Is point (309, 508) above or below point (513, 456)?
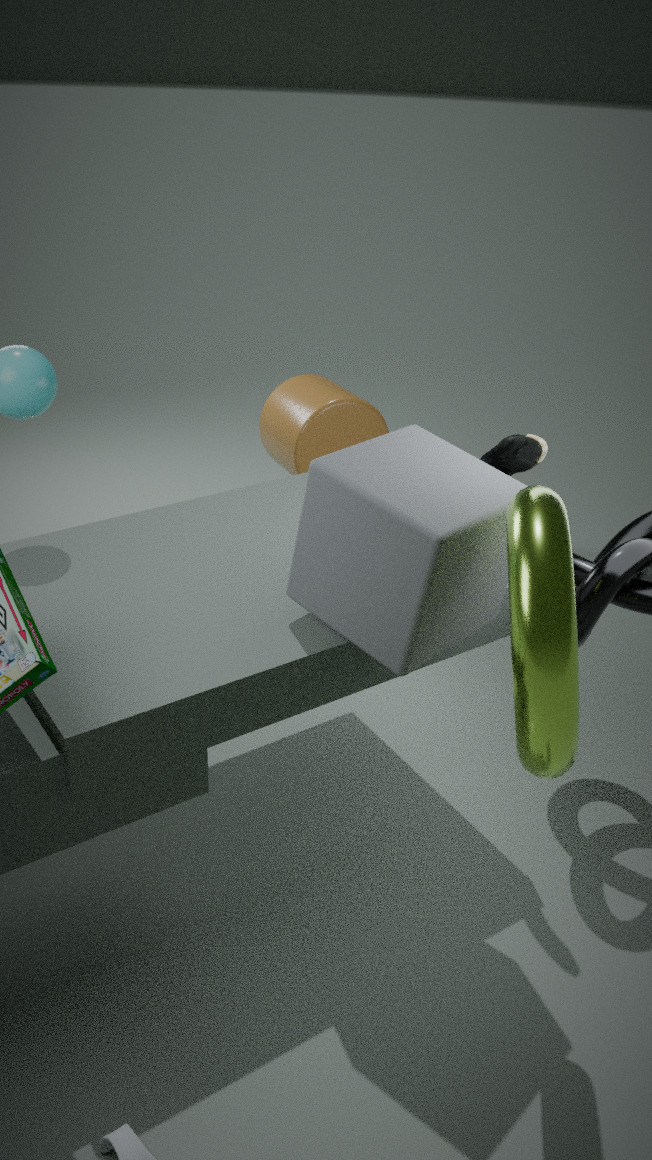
below
